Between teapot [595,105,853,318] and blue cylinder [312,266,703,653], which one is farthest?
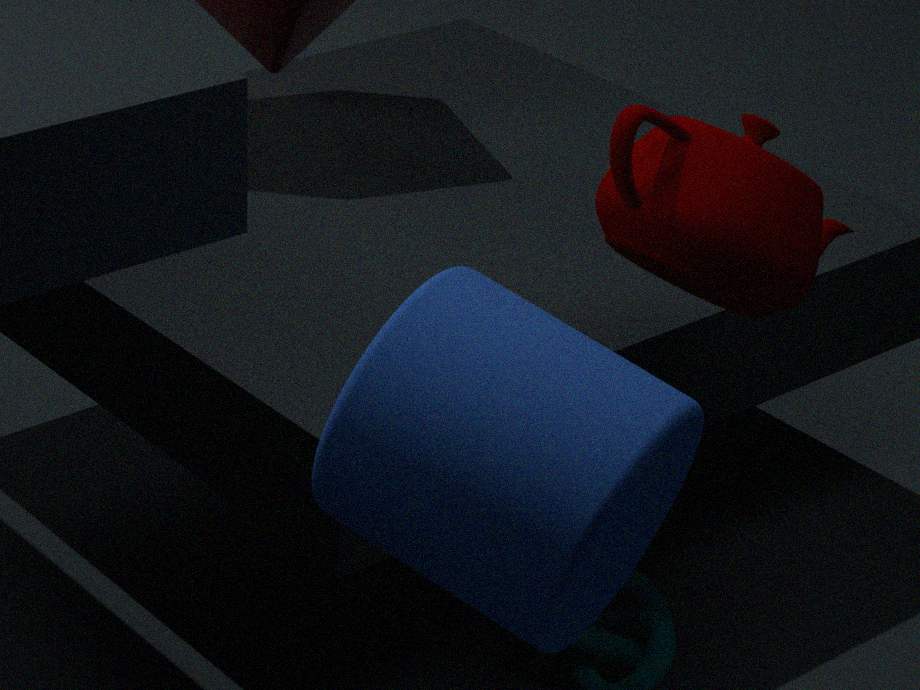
teapot [595,105,853,318]
